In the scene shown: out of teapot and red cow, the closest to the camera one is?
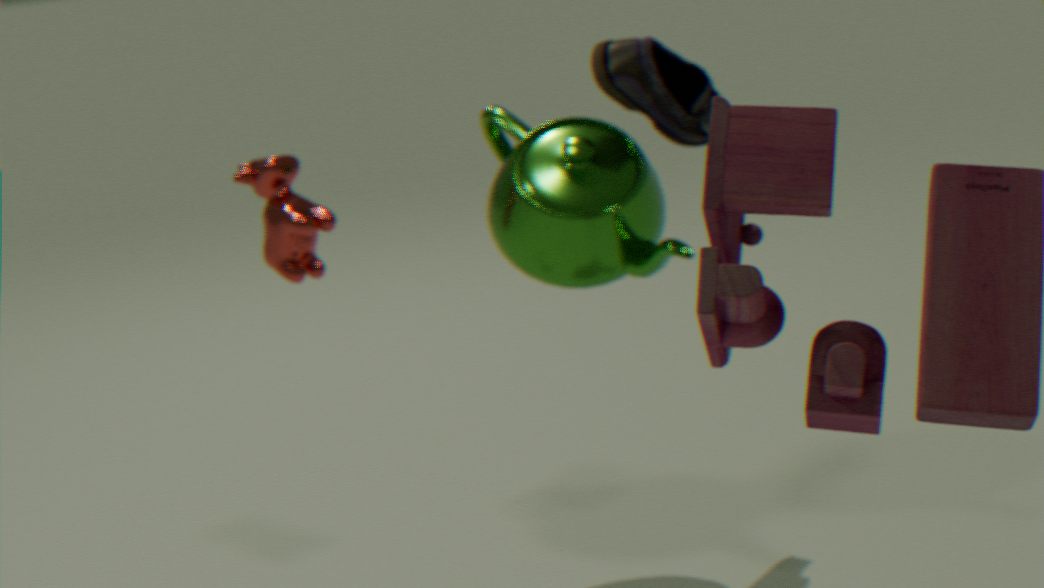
teapot
